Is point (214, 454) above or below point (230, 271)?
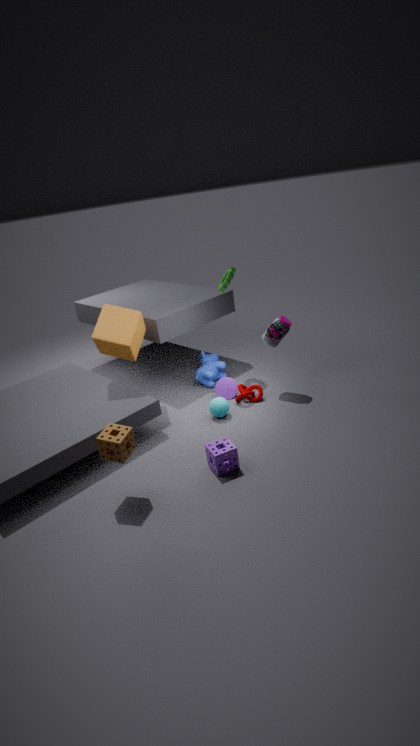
below
